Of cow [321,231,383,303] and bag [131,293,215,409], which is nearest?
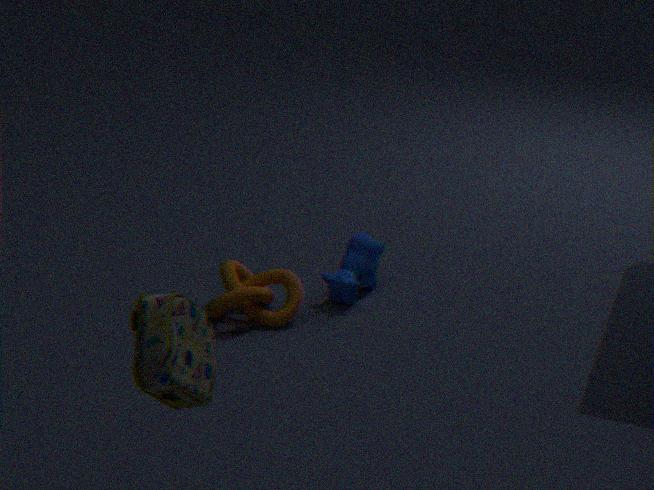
bag [131,293,215,409]
